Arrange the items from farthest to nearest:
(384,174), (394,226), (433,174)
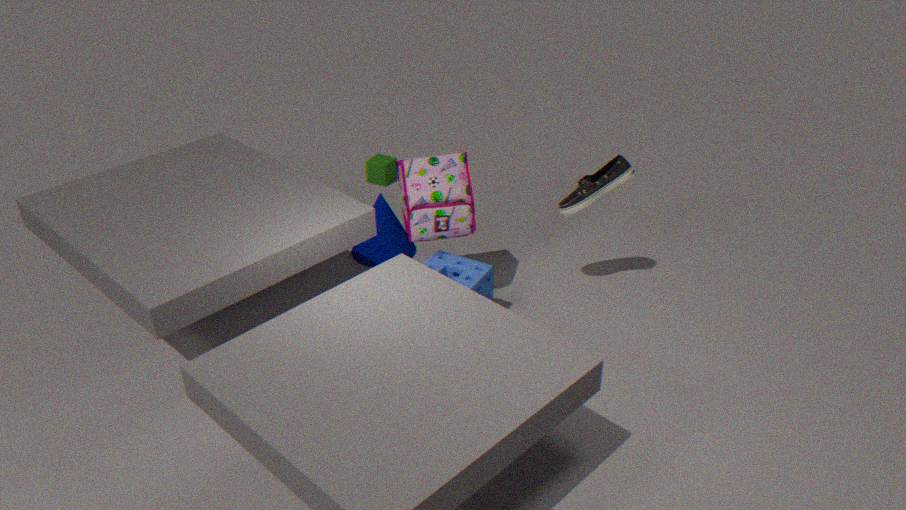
(384,174)
(394,226)
(433,174)
